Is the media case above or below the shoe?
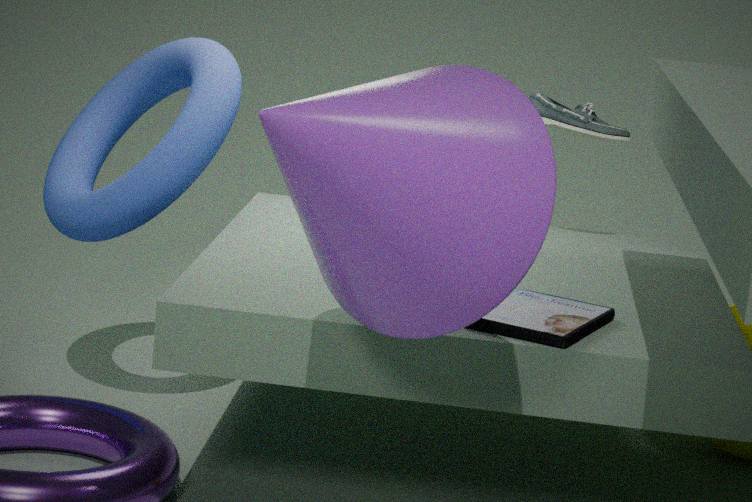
below
